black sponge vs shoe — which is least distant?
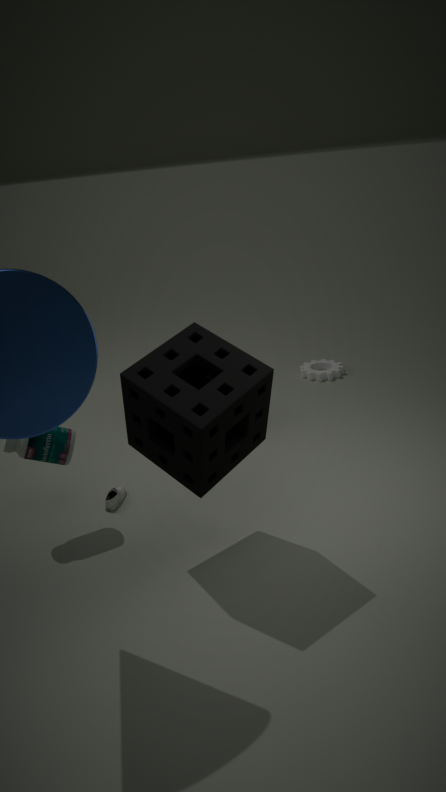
black sponge
